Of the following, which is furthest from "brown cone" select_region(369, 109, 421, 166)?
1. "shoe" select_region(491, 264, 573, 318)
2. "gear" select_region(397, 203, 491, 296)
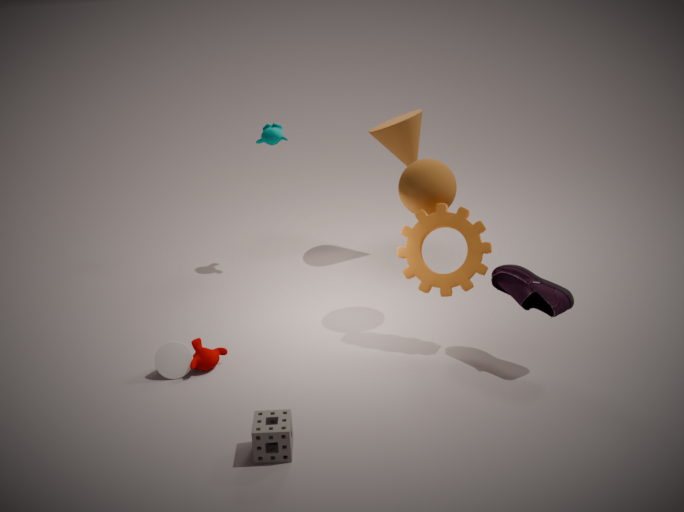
"shoe" select_region(491, 264, 573, 318)
